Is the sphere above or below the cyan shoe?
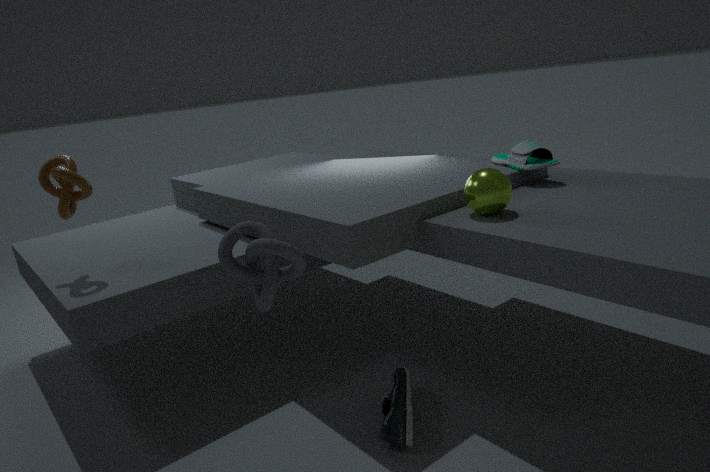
above
